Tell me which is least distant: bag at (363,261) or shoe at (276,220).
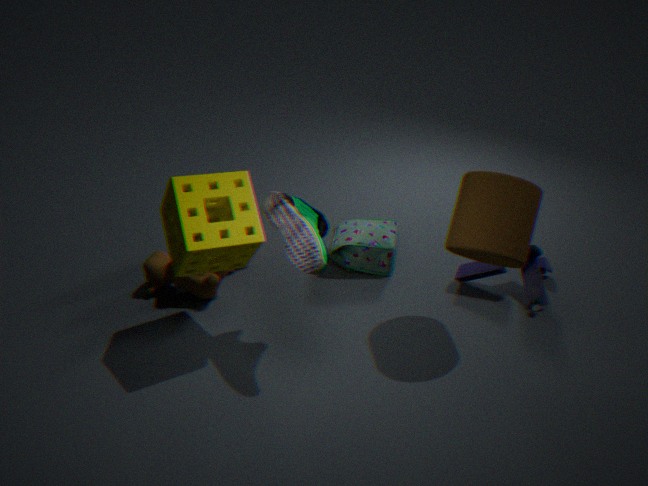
shoe at (276,220)
